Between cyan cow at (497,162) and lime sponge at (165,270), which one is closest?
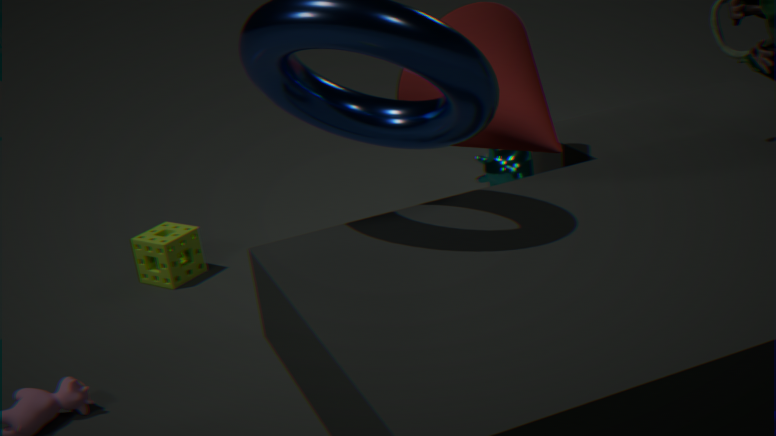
lime sponge at (165,270)
